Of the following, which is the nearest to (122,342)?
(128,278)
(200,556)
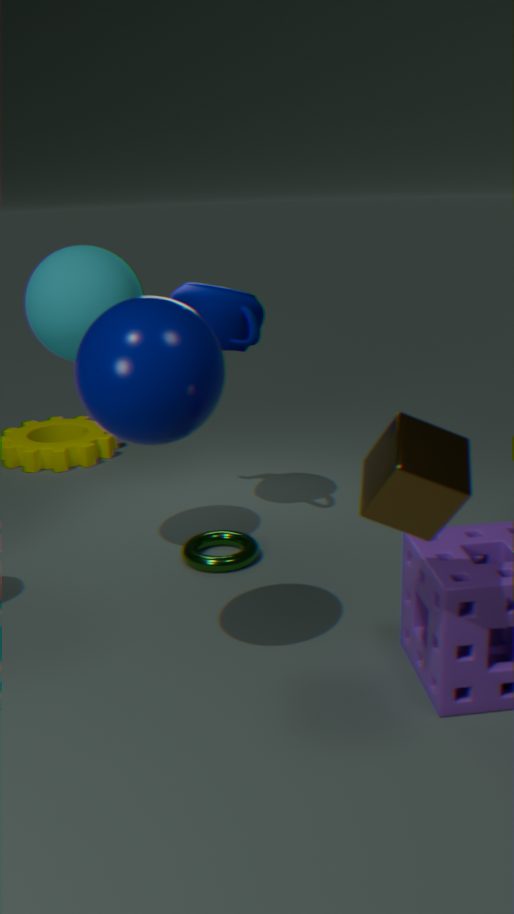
(128,278)
